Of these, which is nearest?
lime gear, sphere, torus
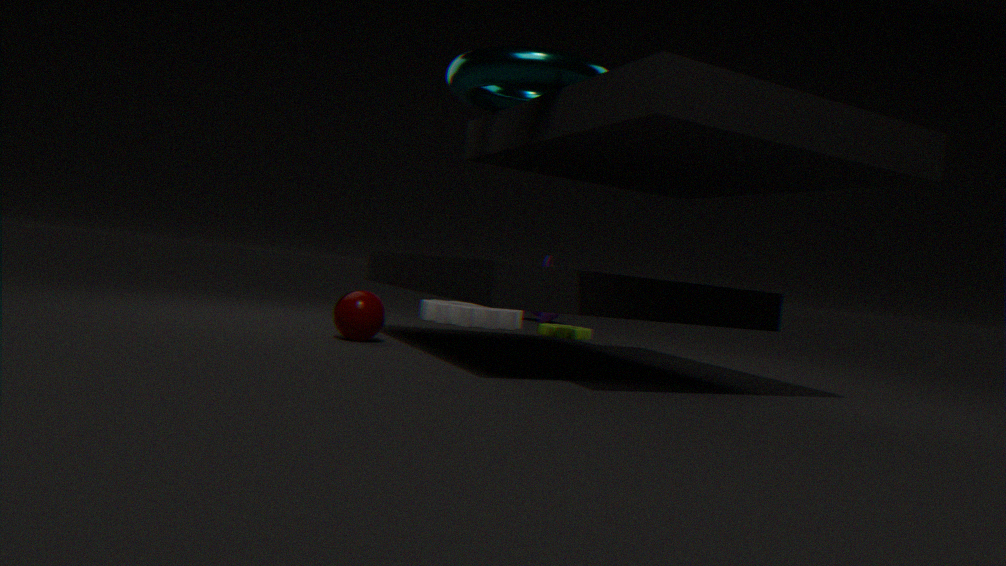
torus
